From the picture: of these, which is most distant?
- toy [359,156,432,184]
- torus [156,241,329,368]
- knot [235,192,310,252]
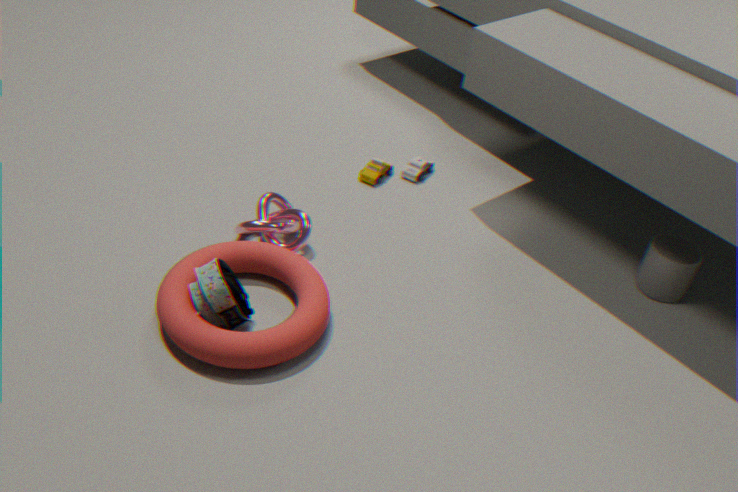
toy [359,156,432,184]
